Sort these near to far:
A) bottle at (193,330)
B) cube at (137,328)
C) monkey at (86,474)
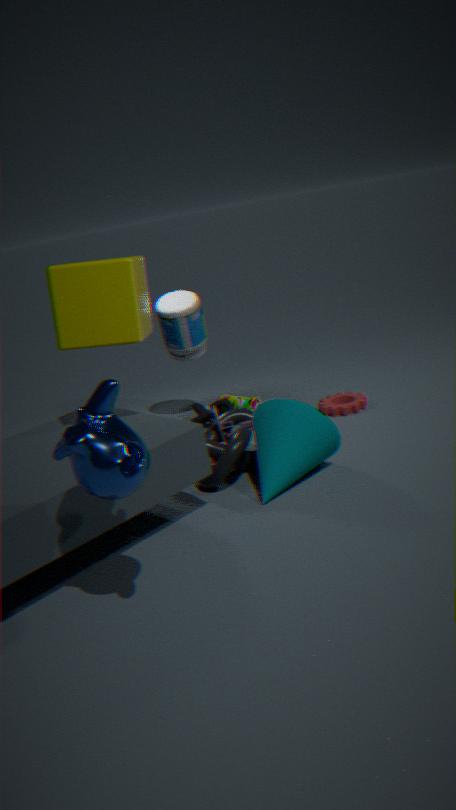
monkey at (86,474), cube at (137,328), bottle at (193,330)
